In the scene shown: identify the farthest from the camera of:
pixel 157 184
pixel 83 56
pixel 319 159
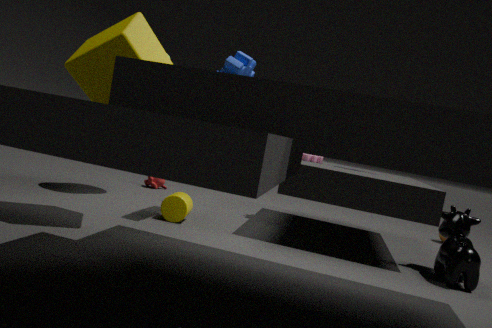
pixel 157 184
